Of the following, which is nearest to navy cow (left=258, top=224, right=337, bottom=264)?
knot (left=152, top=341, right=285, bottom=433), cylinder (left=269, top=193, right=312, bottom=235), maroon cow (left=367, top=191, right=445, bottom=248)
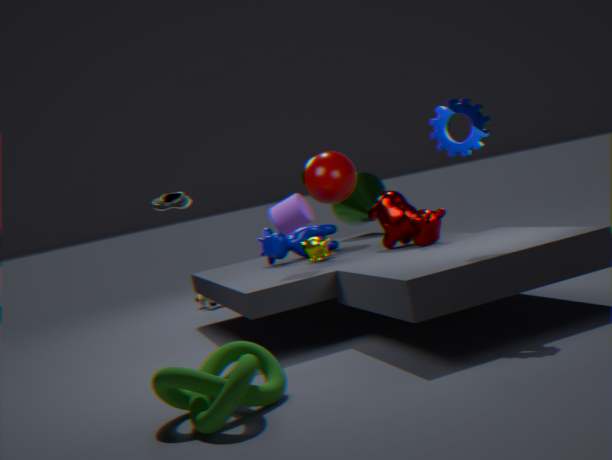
maroon cow (left=367, top=191, right=445, bottom=248)
